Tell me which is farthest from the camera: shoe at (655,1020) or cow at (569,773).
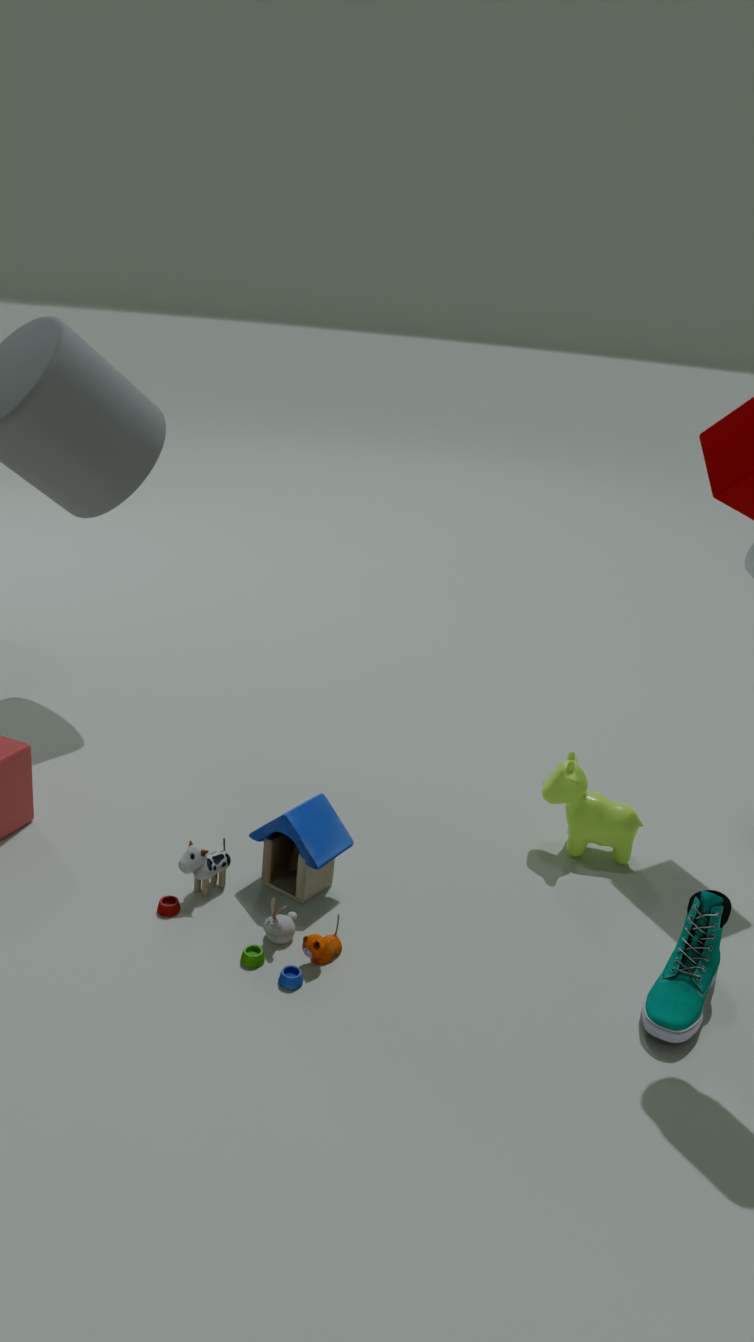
A: cow at (569,773)
